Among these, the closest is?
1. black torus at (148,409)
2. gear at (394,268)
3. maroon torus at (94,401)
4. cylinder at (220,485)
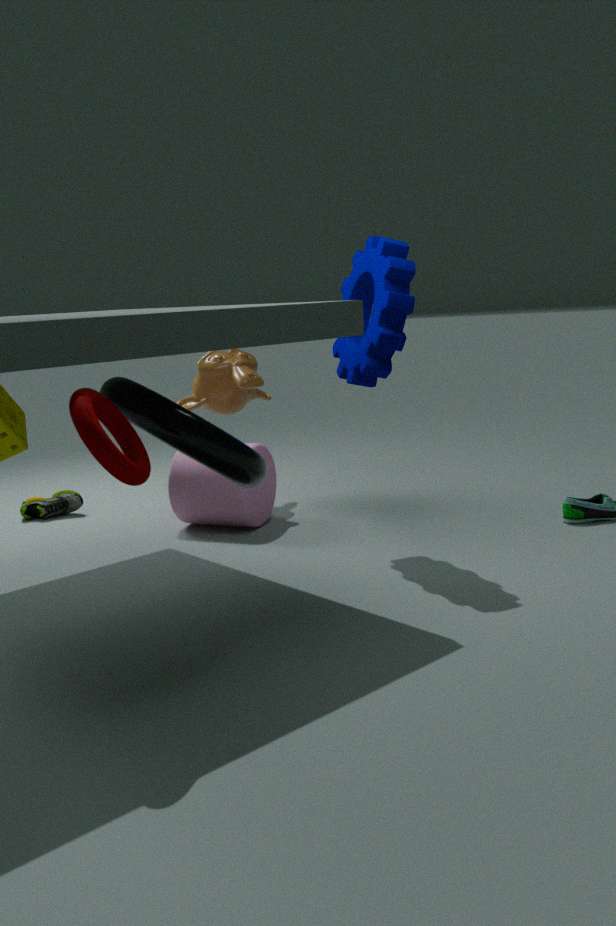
maroon torus at (94,401)
